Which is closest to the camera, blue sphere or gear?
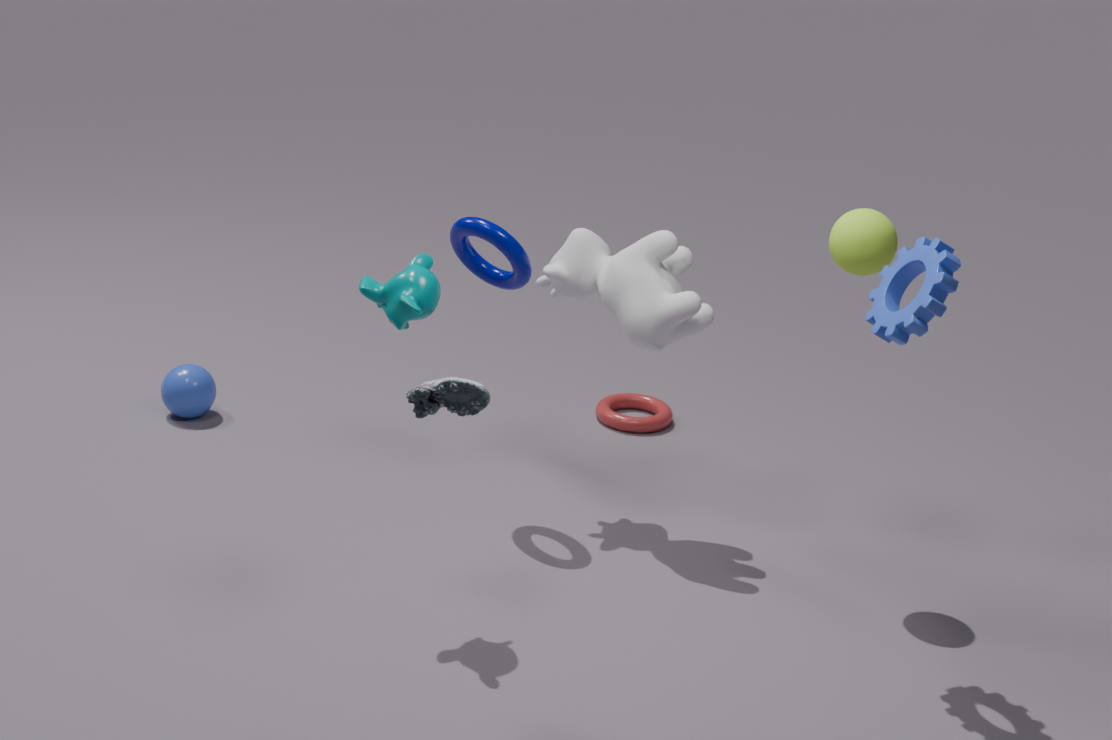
gear
